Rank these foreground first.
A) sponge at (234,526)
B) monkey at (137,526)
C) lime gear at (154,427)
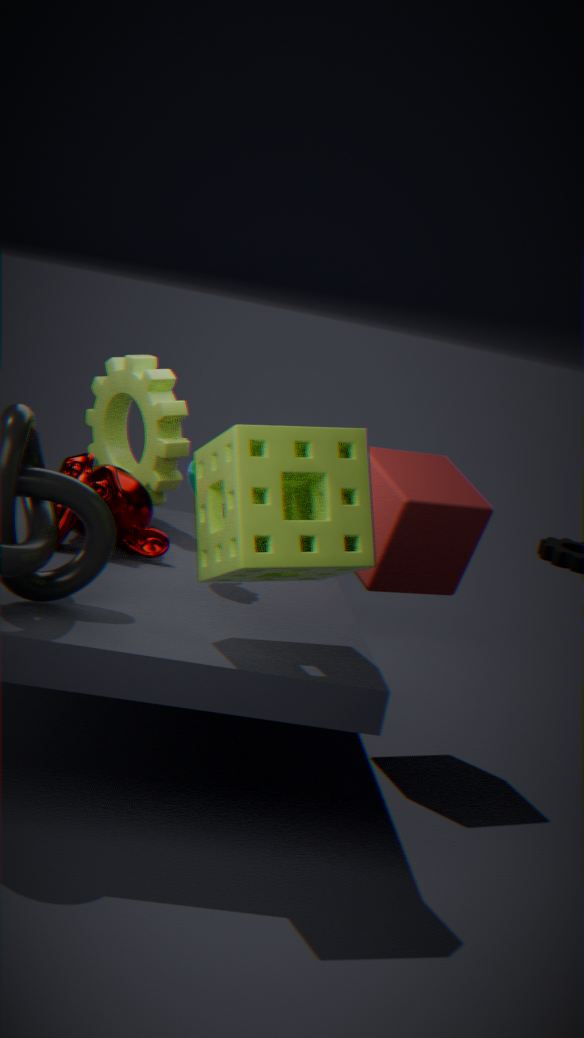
sponge at (234,526) < monkey at (137,526) < lime gear at (154,427)
